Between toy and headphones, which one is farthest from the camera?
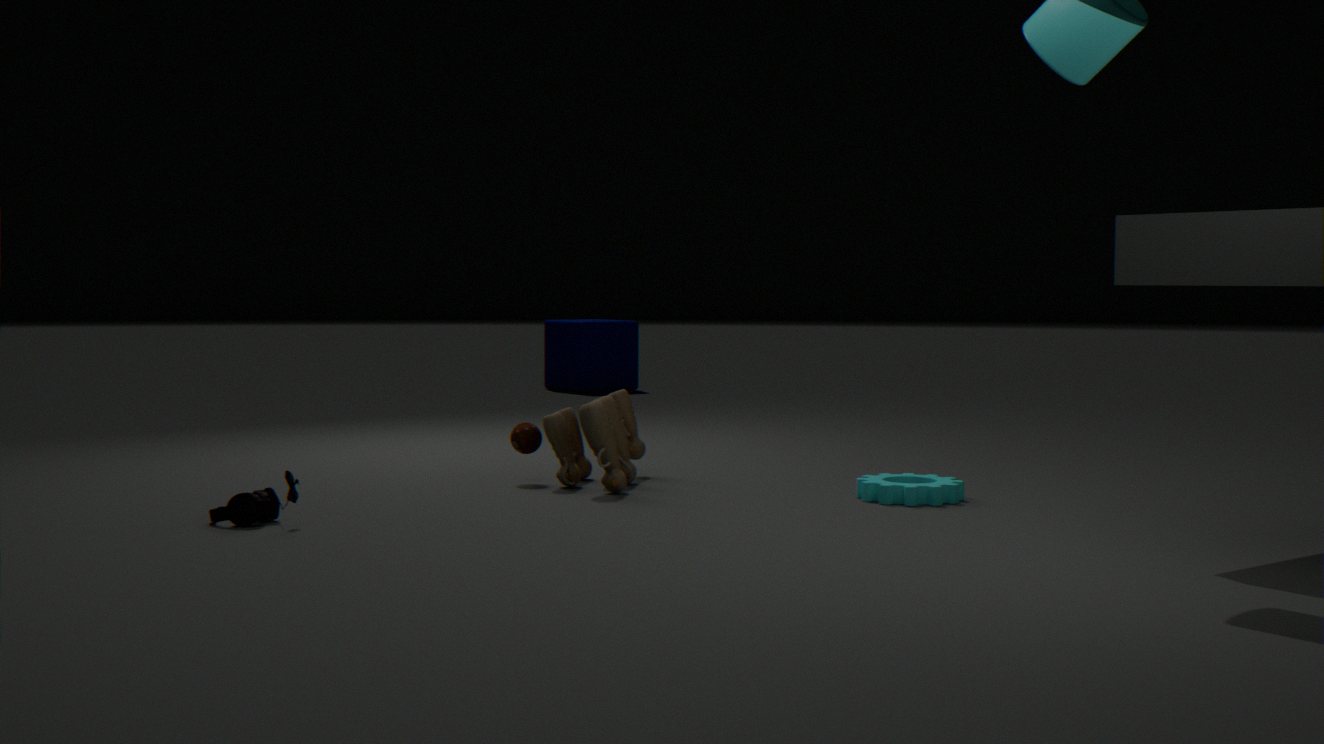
toy
